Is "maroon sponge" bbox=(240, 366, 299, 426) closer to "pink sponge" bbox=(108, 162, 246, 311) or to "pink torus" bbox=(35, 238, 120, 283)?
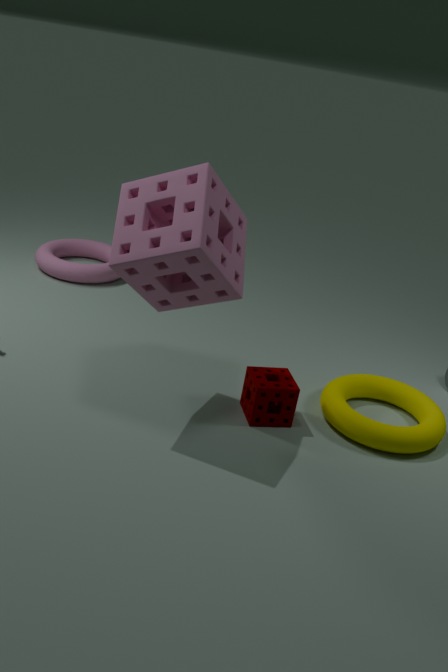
"pink sponge" bbox=(108, 162, 246, 311)
